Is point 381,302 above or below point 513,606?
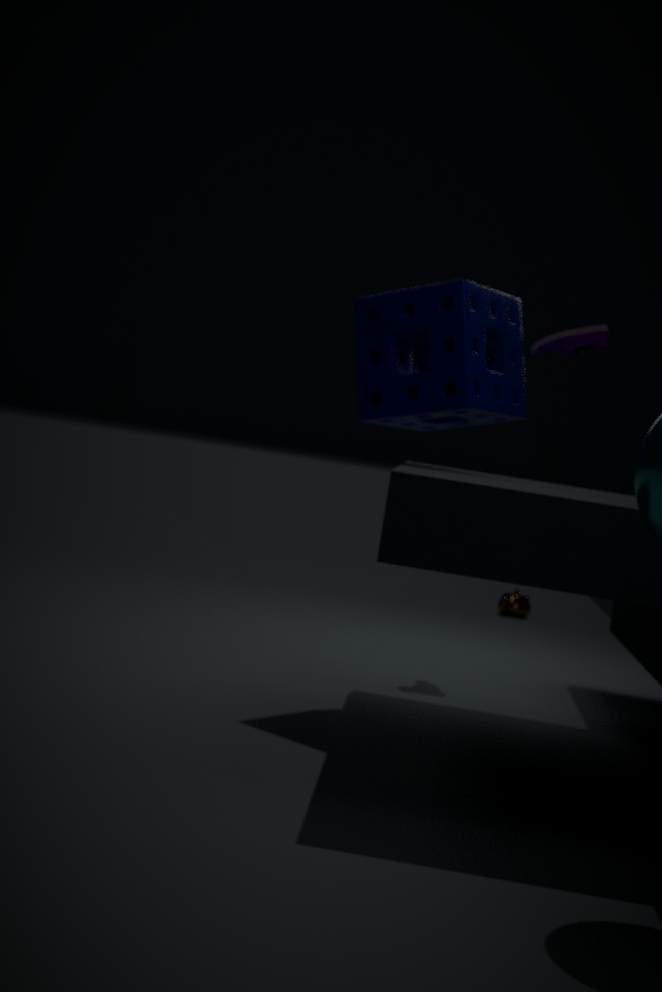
above
